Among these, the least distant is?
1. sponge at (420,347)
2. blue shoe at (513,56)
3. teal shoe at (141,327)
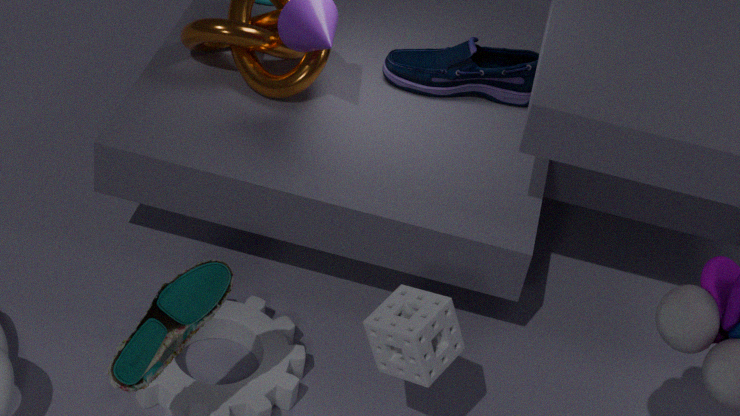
teal shoe at (141,327)
